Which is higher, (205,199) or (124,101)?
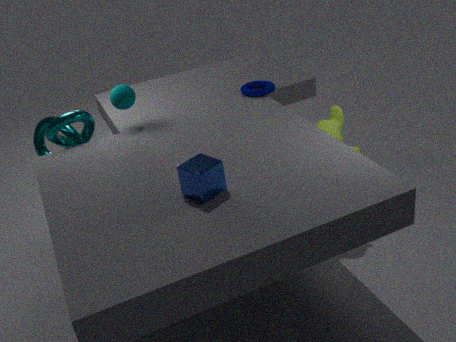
(124,101)
